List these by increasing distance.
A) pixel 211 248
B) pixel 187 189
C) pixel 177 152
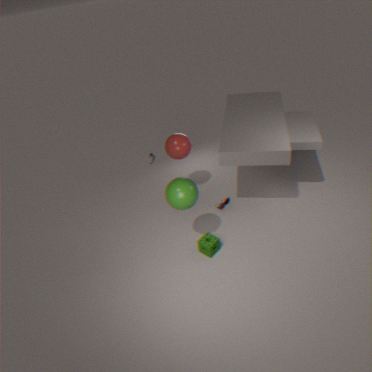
pixel 187 189
pixel 211 248
pixel 177 152
